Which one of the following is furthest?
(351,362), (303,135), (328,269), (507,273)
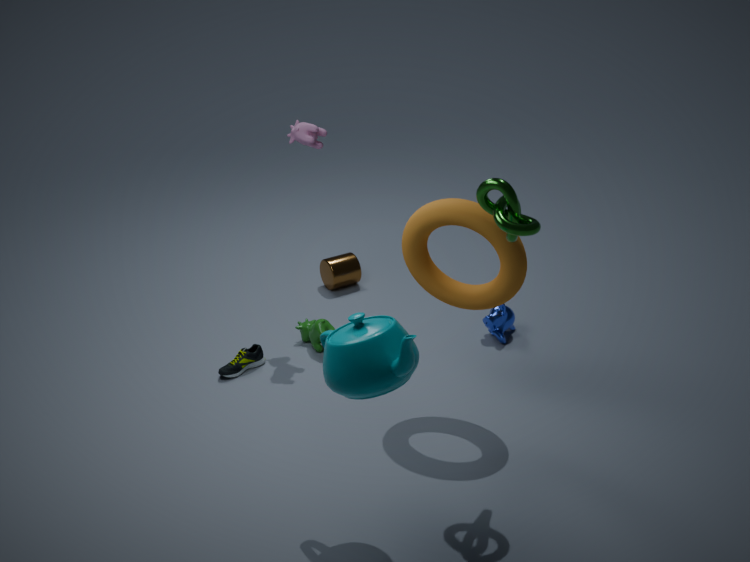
(328,269)
